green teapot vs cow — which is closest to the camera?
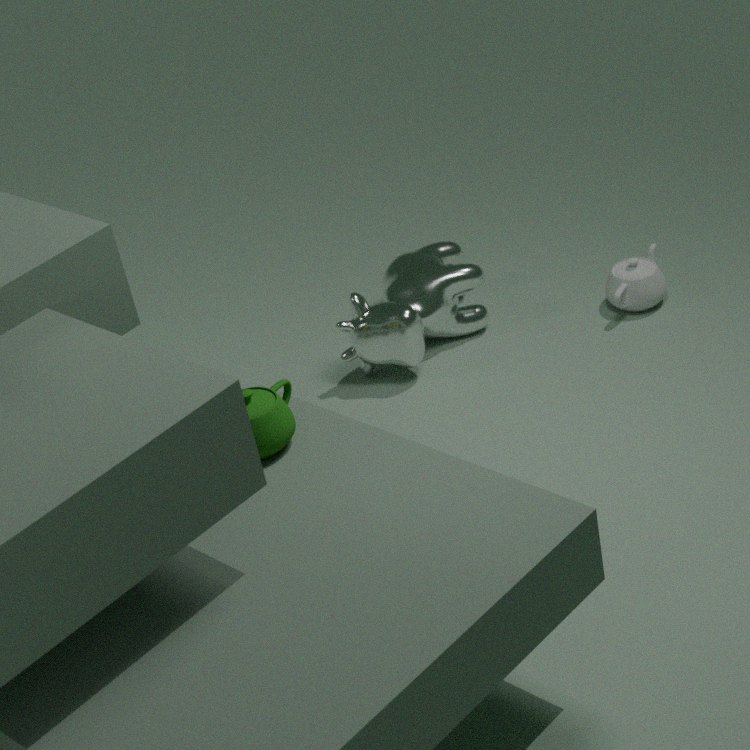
green teapot
